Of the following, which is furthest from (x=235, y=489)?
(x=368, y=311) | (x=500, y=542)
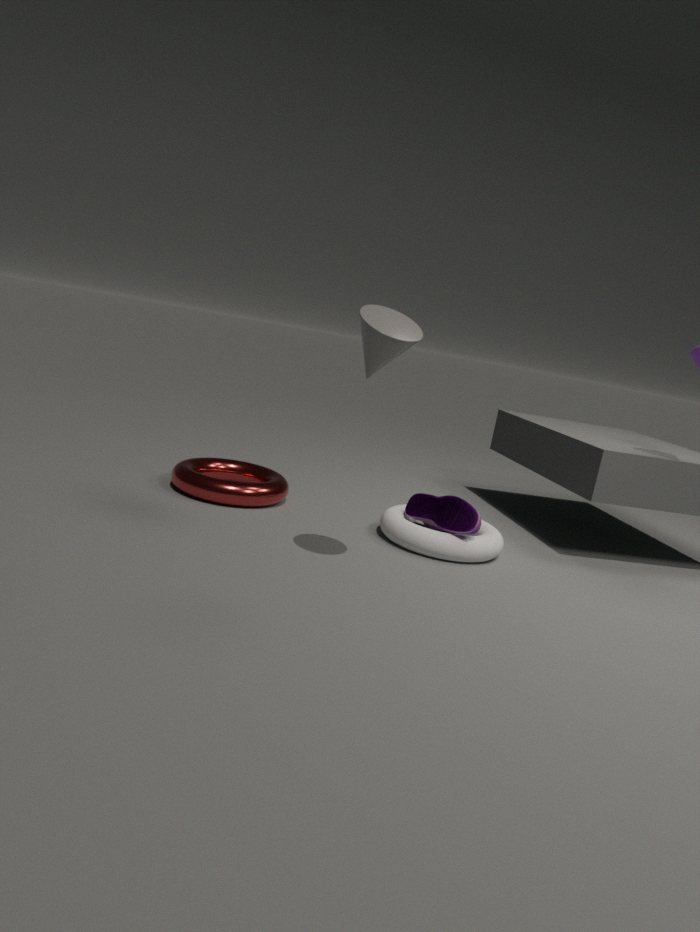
(x=368, y=311)
